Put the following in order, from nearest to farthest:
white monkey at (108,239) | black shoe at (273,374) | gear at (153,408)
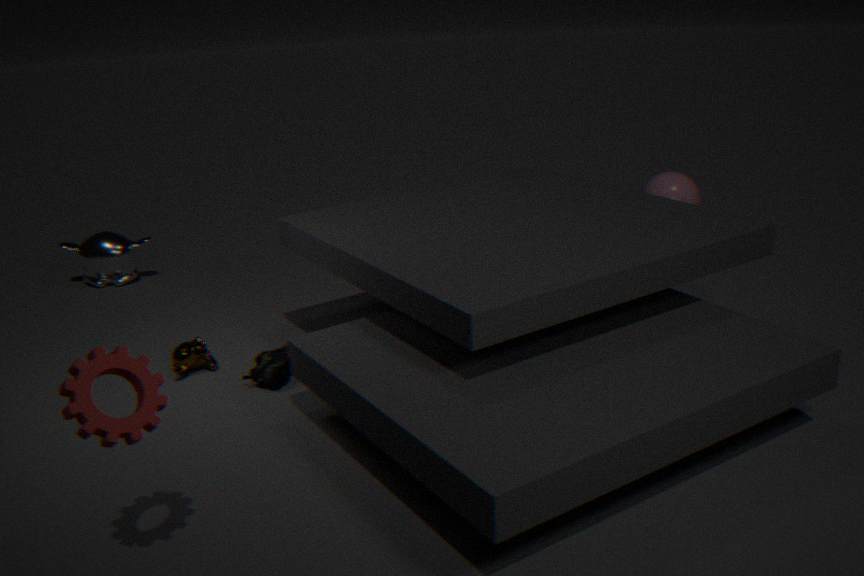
gear at (153,408) < black shoe at (273,374) < white monkey at (108,239)
